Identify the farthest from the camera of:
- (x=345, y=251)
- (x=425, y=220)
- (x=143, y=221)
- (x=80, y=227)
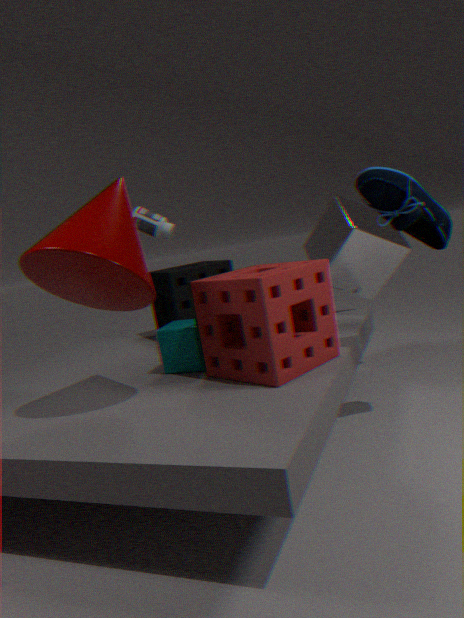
(x=143, y=221)
